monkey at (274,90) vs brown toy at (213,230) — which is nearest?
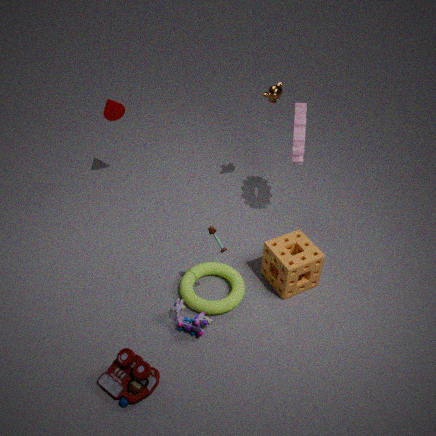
brown toy at (213,230)
